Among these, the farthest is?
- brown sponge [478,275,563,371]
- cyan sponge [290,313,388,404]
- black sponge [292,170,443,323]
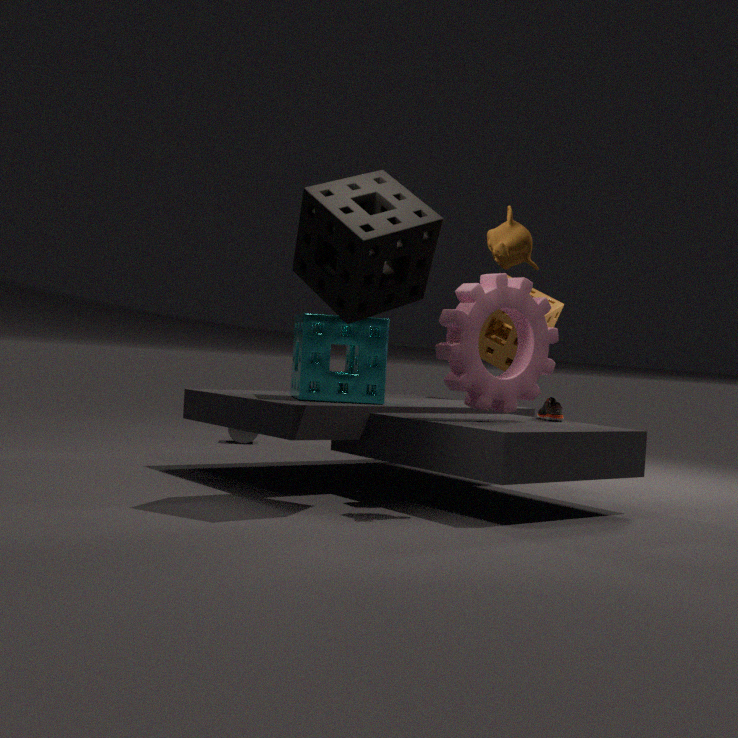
brown sponge [478,275,563,371]
